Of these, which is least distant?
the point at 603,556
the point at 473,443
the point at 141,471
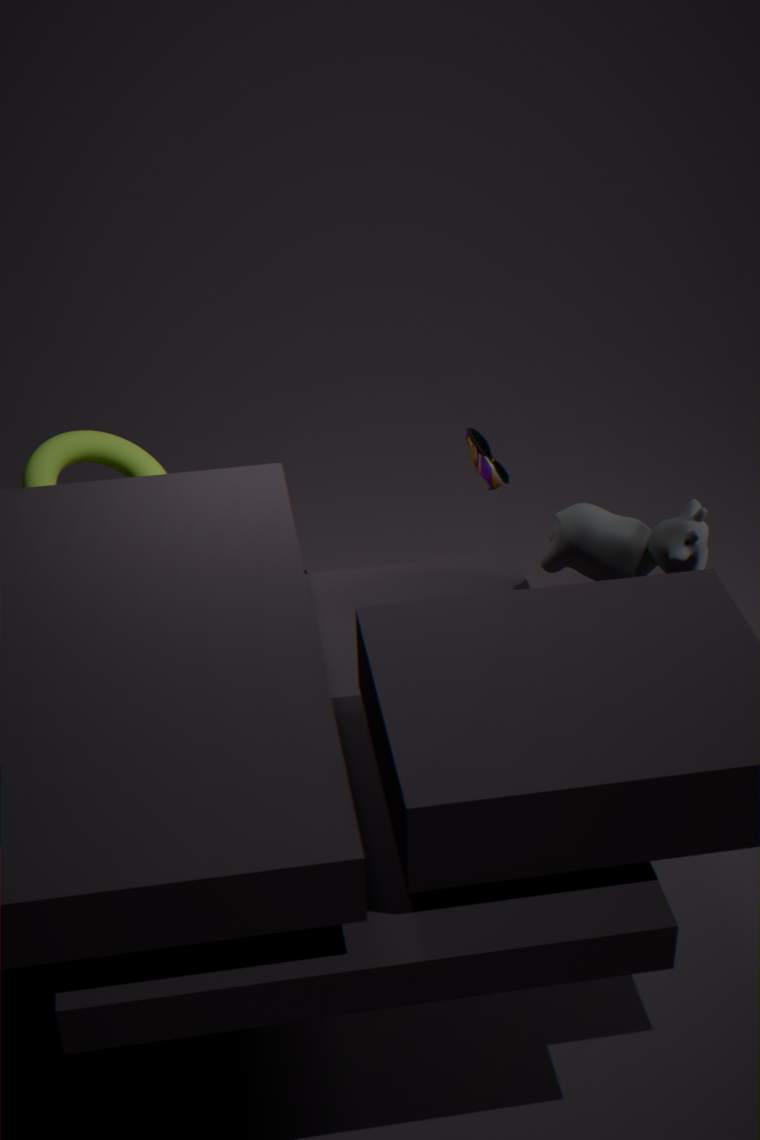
the point at 603,556
